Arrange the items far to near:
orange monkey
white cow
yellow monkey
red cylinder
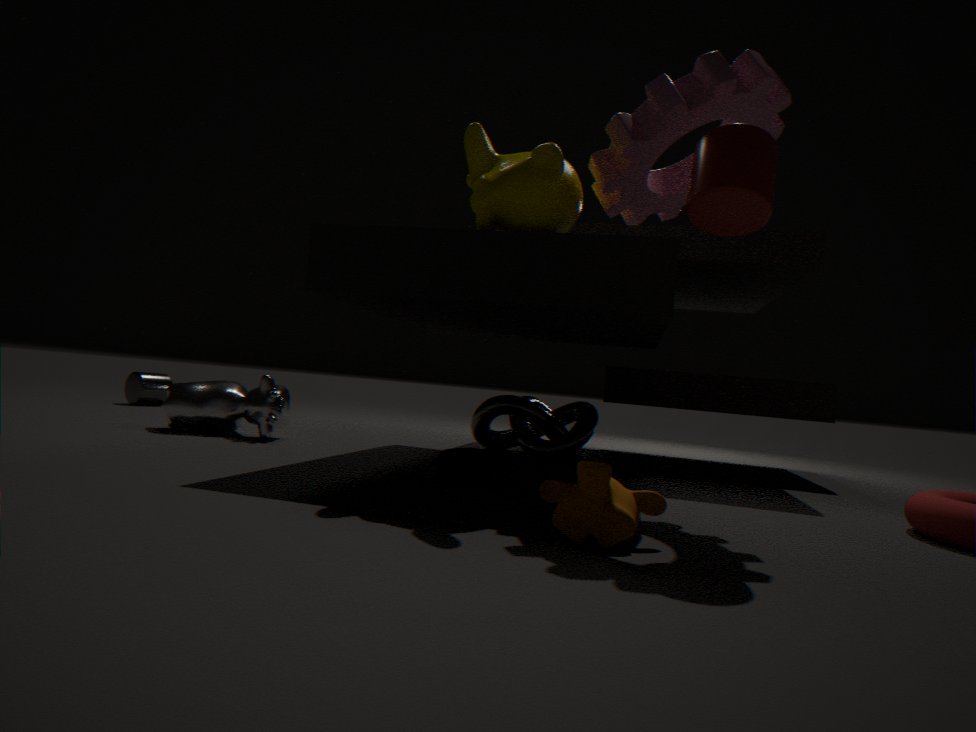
white cow
yellow monkey
red cylinder
orange monkey
